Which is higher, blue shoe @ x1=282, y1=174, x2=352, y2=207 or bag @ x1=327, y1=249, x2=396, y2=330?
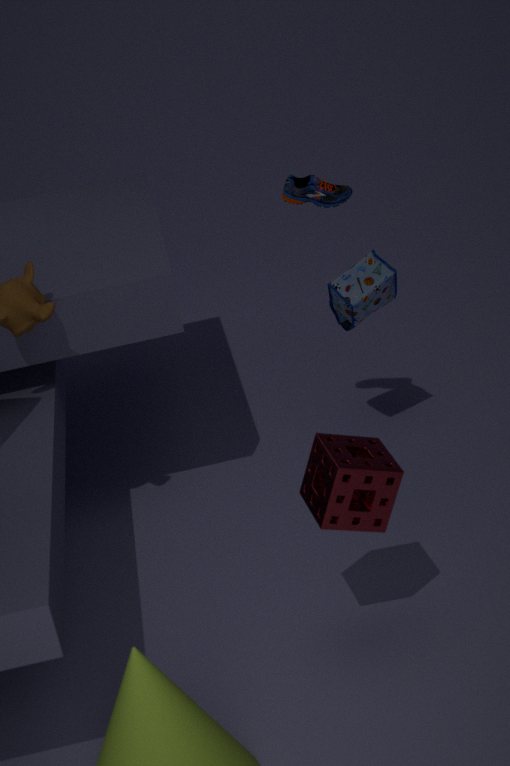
blue shoe @ x1=282, y1=174, x2=352, y2=207
